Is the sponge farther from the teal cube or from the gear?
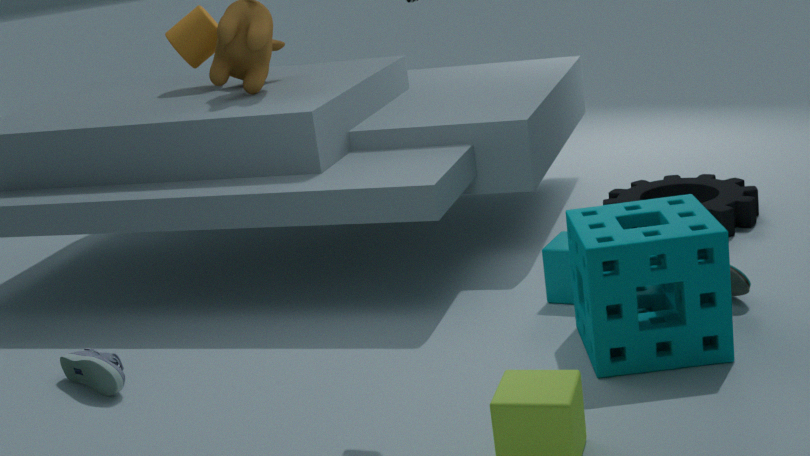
the gear
